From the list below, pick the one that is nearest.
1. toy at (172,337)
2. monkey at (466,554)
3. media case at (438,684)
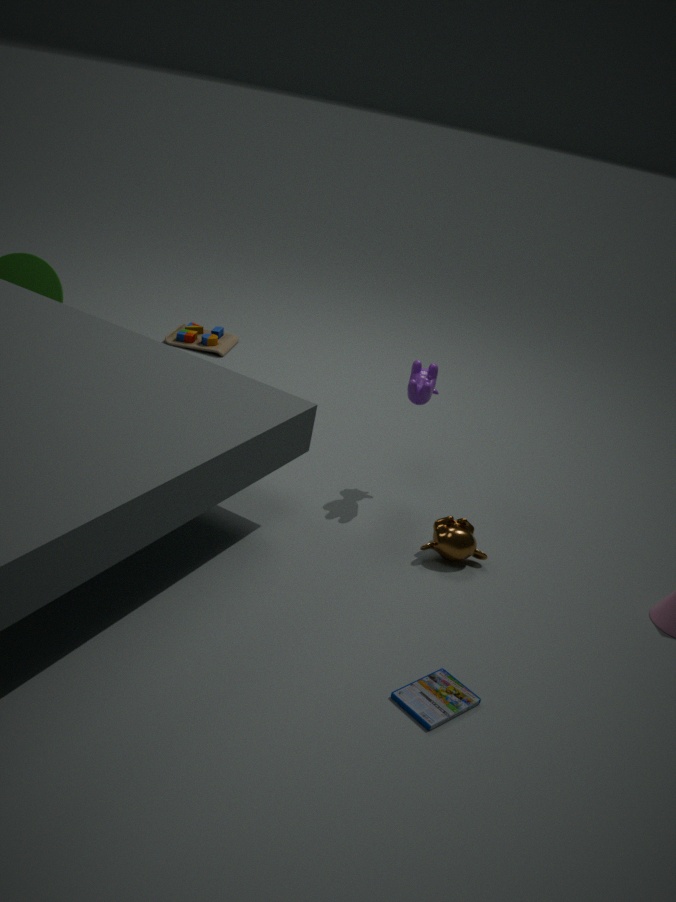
media case at (438,684)
